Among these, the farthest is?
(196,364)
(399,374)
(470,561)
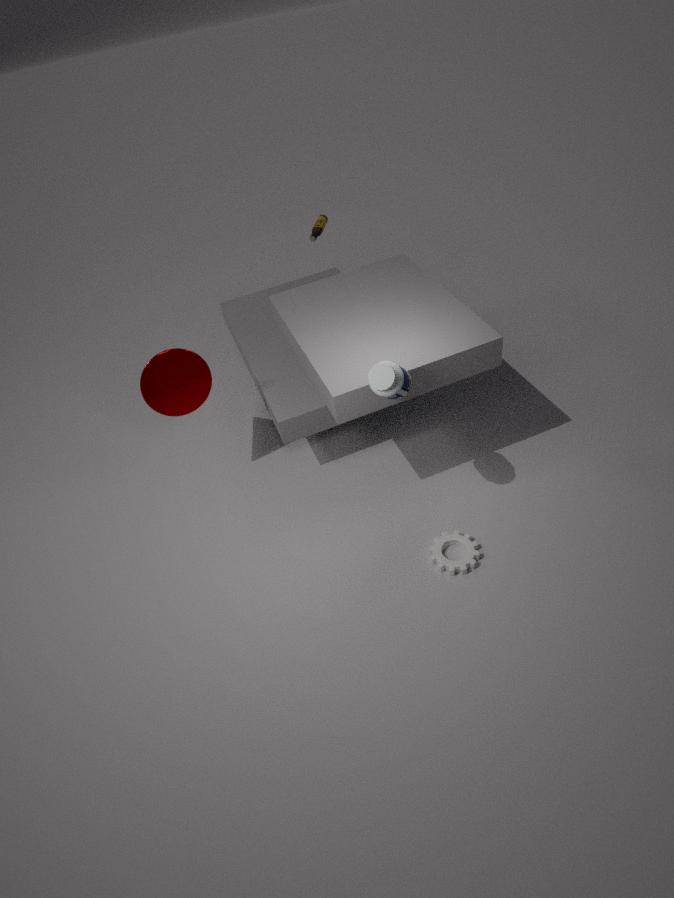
(196,364)
